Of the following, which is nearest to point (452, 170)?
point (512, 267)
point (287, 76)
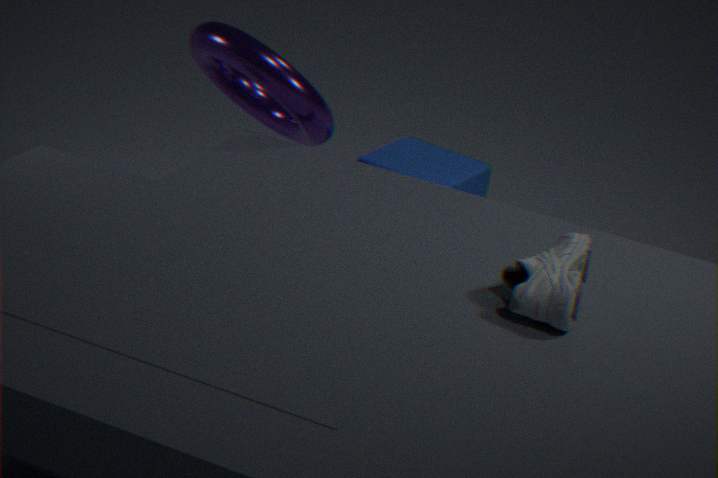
point (287, 76)
